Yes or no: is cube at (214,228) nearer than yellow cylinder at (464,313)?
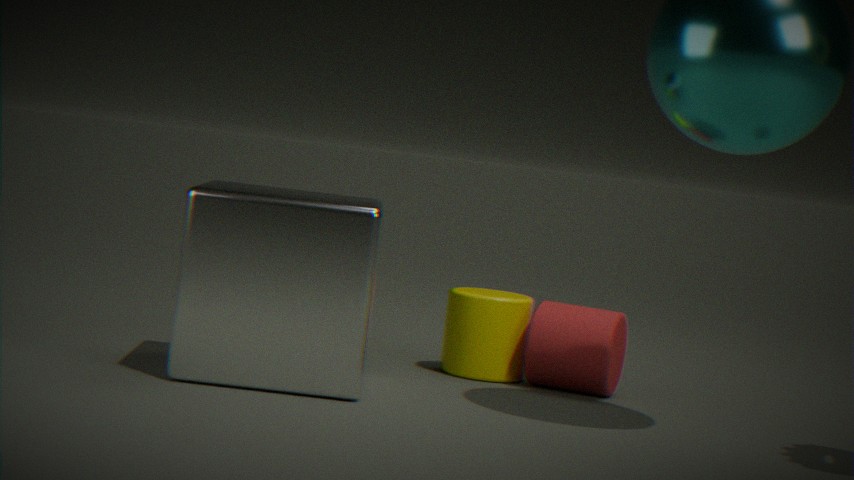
Yes
